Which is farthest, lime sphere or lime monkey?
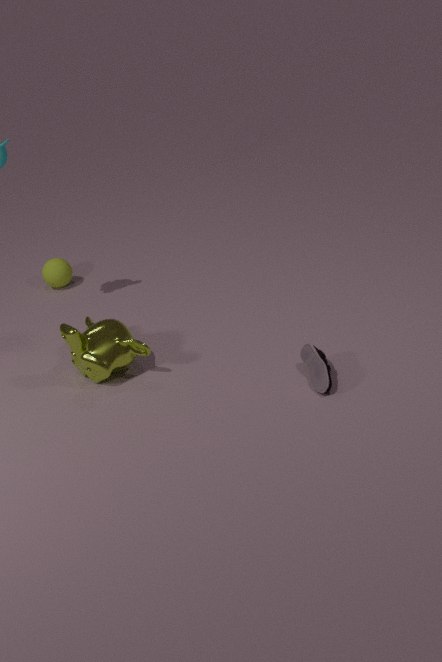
lime sphere
